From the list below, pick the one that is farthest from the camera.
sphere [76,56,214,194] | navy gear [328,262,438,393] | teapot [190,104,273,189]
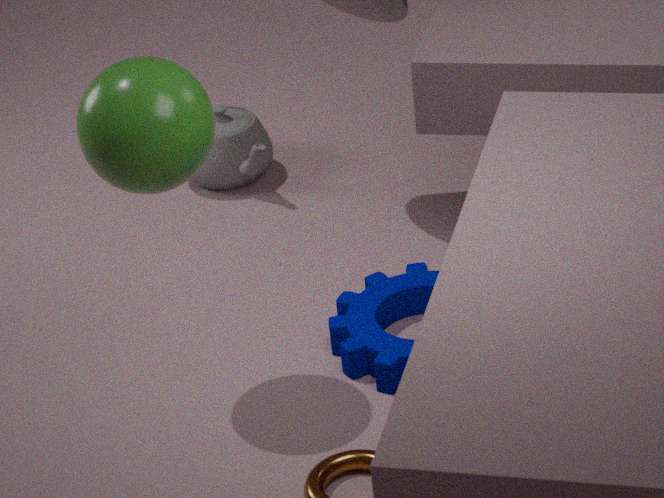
teapot [190,104,273,189]
